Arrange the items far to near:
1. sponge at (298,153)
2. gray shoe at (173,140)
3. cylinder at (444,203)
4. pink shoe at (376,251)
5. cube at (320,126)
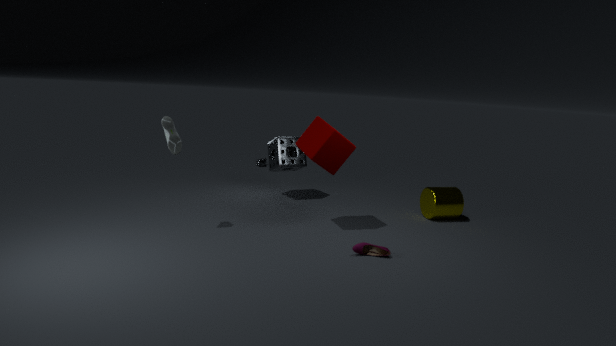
sponge at (298,153)
cylinder at (444,203)
cube at (320,126)
gray shoe at (173,140)
pink shoe at (376,251)
